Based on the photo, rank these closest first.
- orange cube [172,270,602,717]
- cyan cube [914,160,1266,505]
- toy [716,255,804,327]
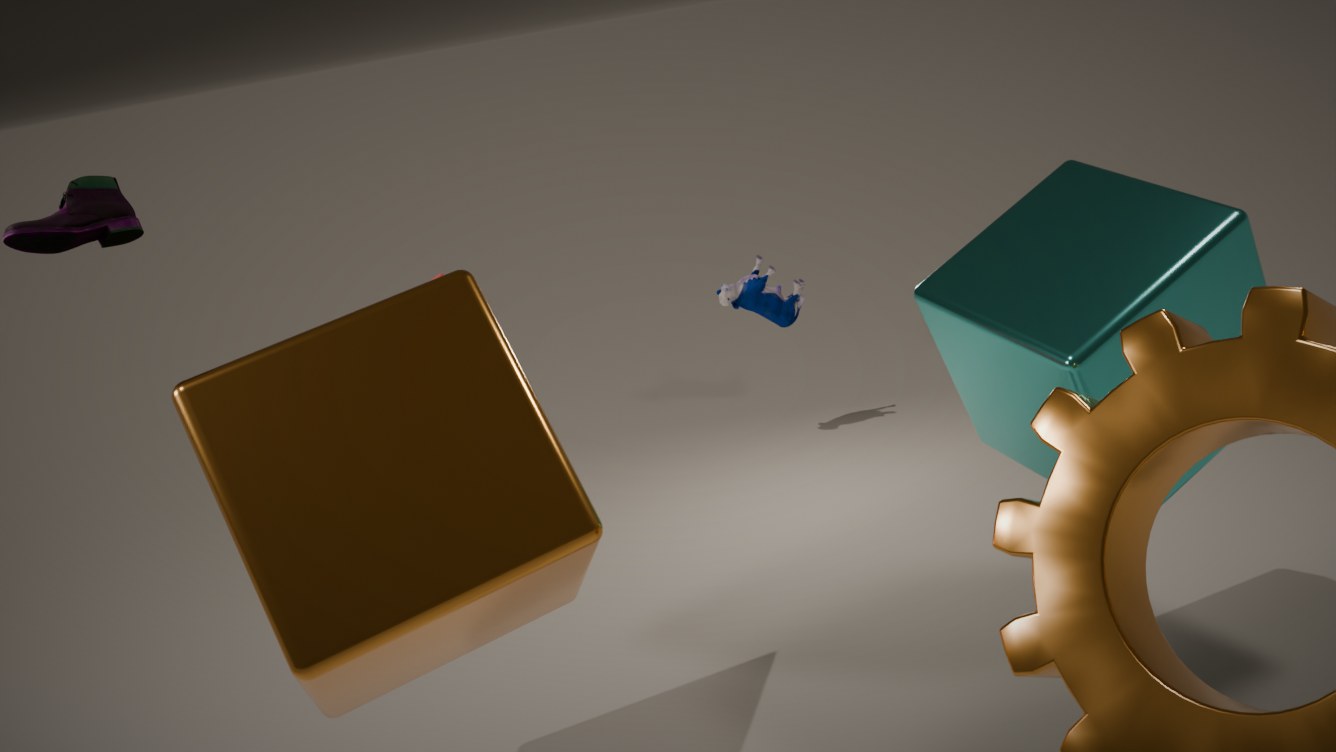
orange cube [172,270,602,717], cyan cube [914,160,1266,505], toy [716,255,804,327]
